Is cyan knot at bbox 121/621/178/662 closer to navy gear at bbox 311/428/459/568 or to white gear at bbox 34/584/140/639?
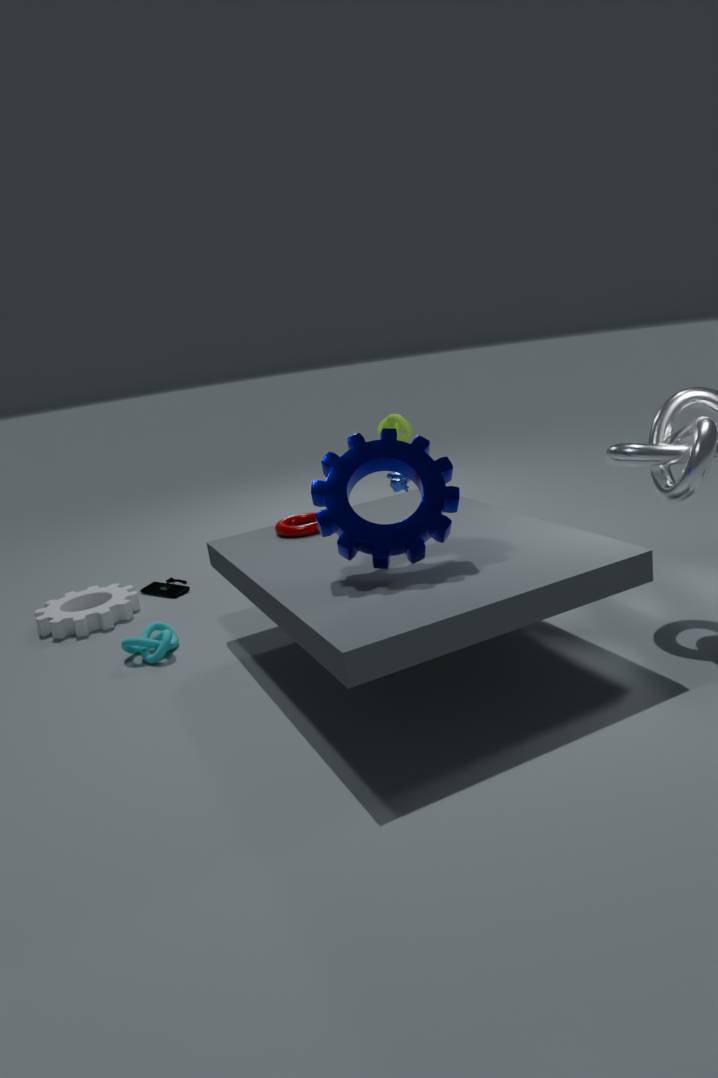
white gear at bbox 34/584/140/639
